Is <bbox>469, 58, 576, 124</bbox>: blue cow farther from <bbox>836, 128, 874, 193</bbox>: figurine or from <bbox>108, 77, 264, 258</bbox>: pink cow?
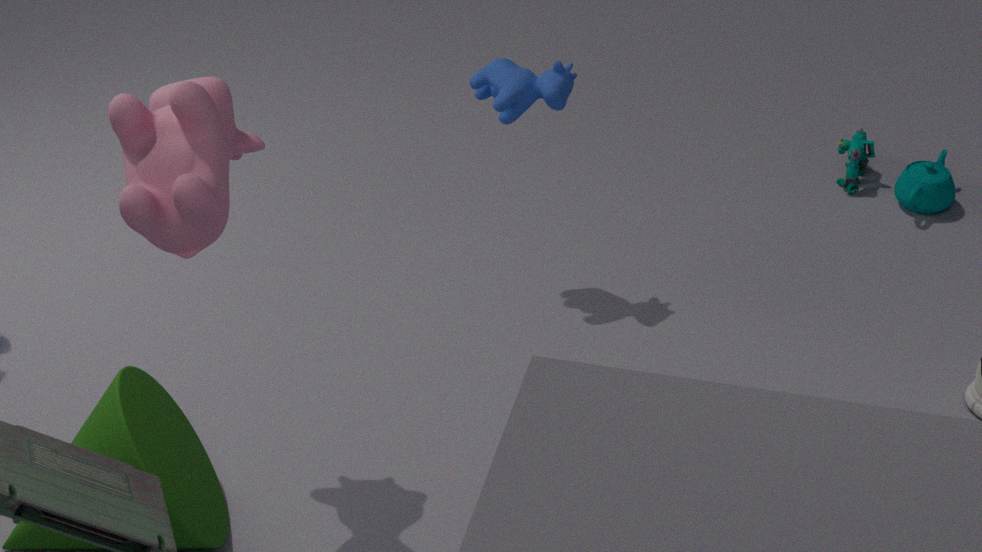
<bbox>836, 128, 874, 193</bbox>: figurine
